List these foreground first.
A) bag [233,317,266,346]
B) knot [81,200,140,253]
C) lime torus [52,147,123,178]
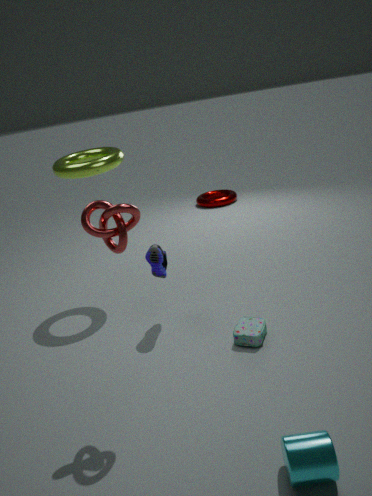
knot [81,200,140,253] < bag [233,317,266,346] < lime torus [52,147,123,178]
